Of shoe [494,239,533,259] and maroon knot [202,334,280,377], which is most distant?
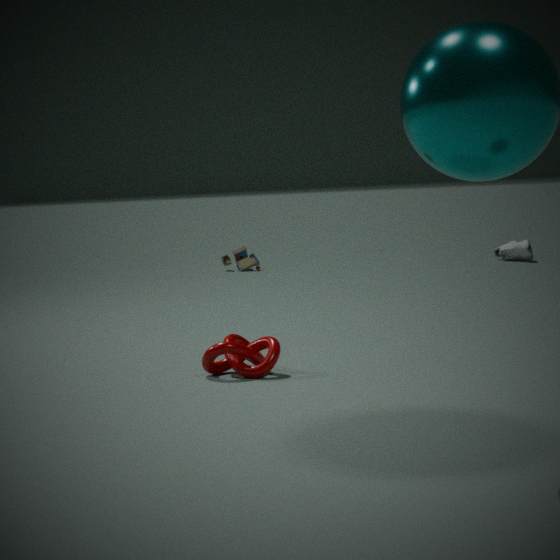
shoe [494,239,533,259]
